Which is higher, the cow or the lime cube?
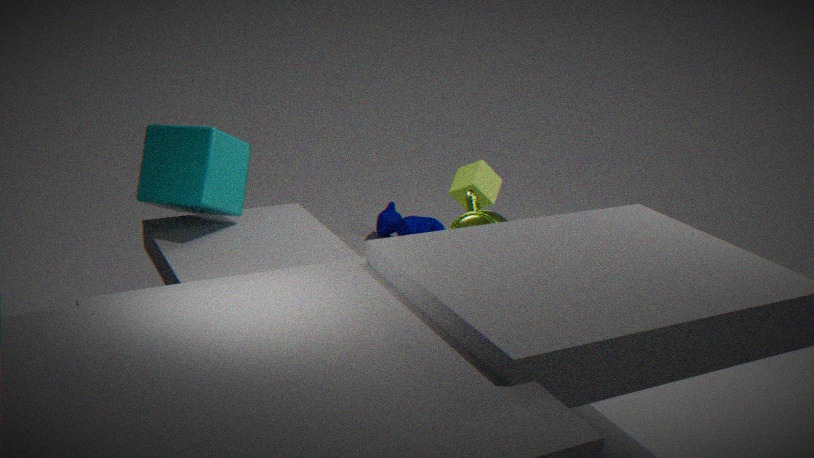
the lime cube
